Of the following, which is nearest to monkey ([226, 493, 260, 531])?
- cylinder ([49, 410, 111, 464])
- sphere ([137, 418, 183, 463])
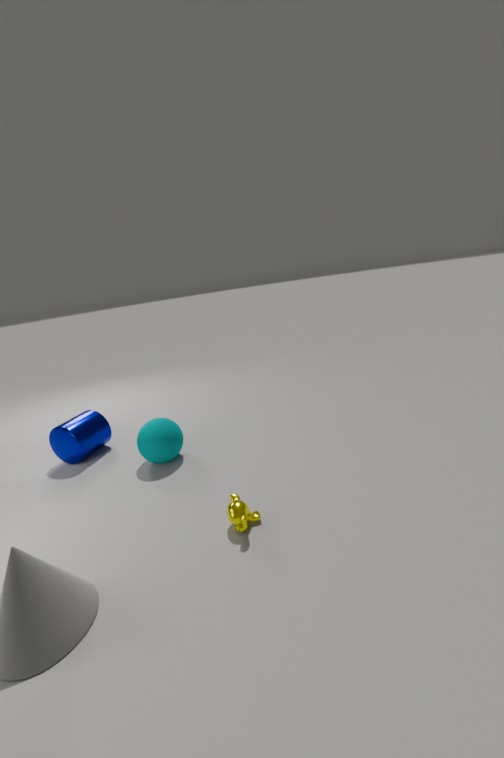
sphere ([137, 418, 183, 463])
